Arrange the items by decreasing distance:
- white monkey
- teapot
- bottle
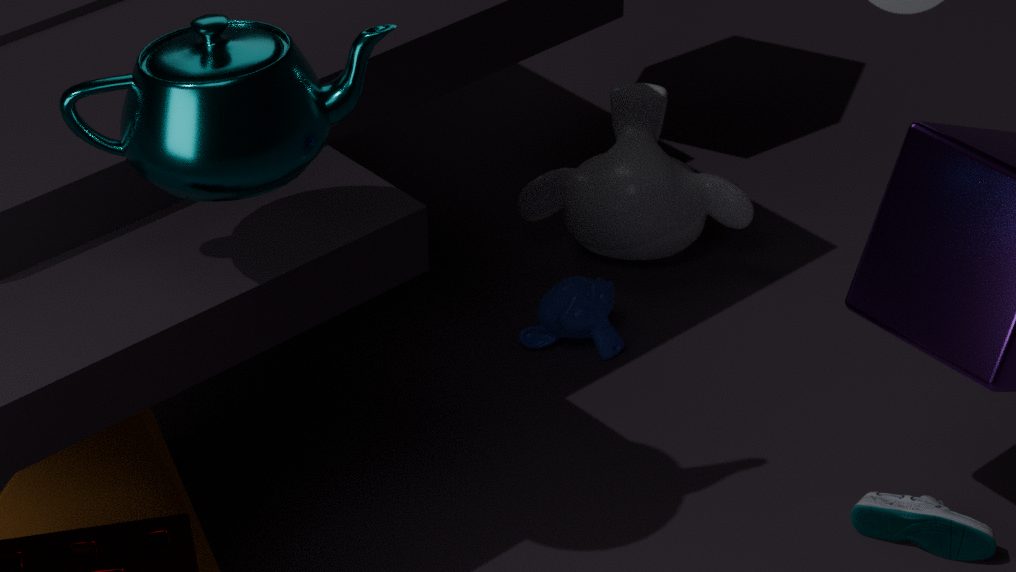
white monkey
bottle
teapot
